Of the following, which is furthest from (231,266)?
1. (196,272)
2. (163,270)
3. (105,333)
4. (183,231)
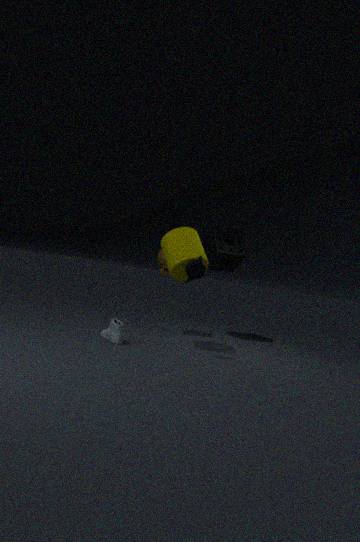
(105,333)
